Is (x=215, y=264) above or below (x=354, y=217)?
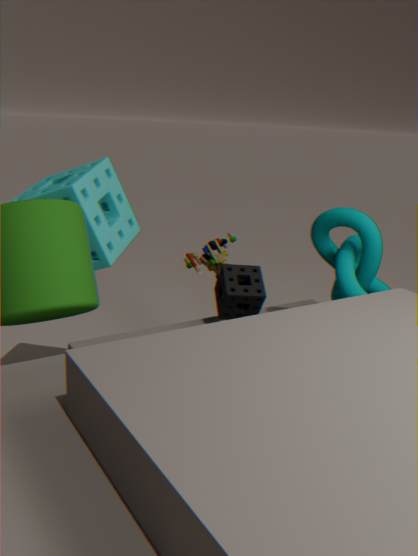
below
